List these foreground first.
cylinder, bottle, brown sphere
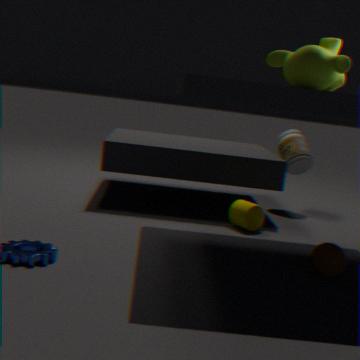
brown sphere < cylinder < bottle
